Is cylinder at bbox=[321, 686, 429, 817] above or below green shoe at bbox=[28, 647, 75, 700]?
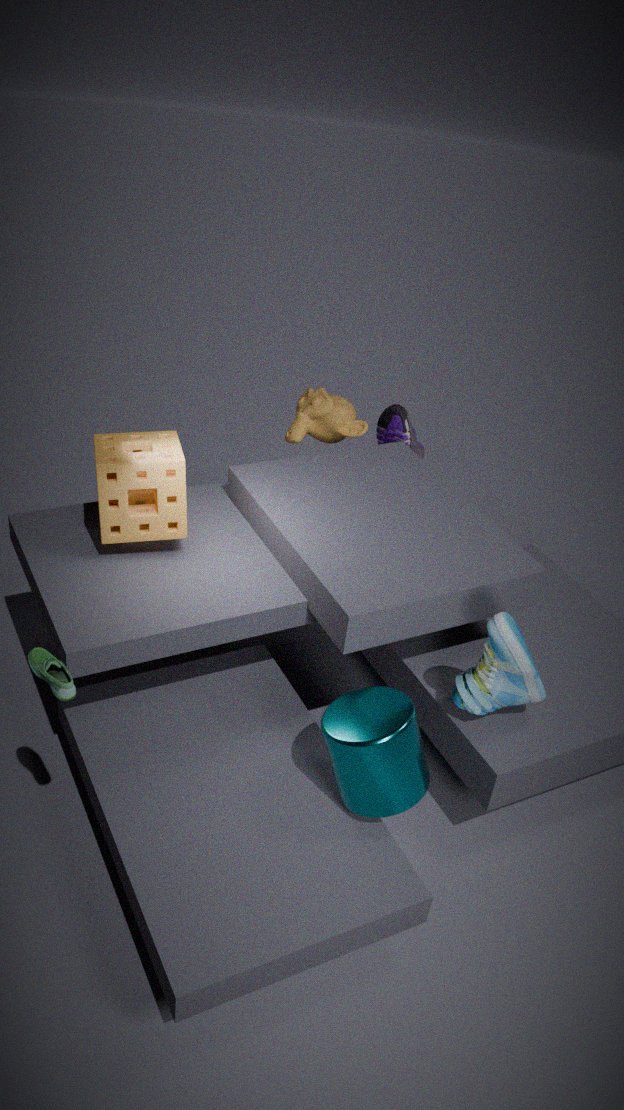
below
